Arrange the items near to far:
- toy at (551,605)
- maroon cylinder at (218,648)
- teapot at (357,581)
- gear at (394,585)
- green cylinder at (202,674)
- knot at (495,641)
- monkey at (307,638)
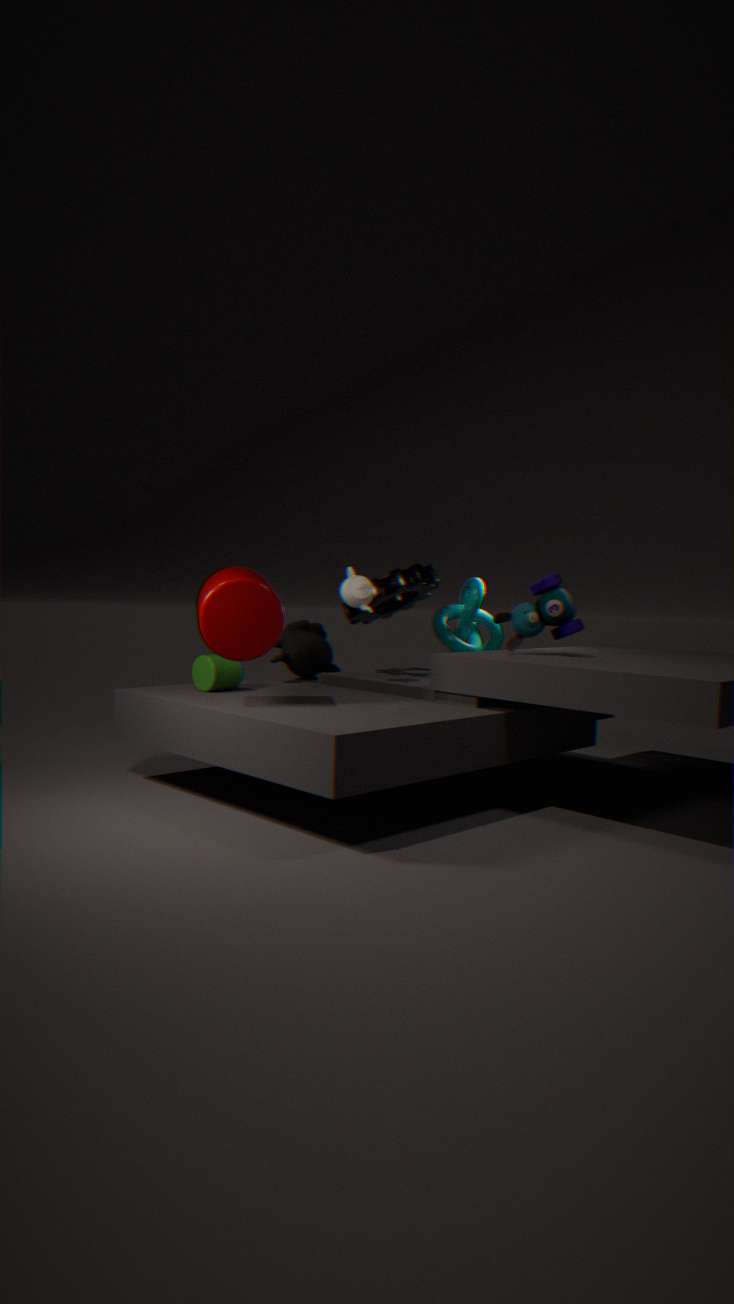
1. maroon cylinder at (218,648)
2. toy at (551,605)
3. green cylinder at (202,674)
4. teapot at (357,581)
5. gear at (394,585)
6. monkey at (307,638)
7. knot at (495,641)
